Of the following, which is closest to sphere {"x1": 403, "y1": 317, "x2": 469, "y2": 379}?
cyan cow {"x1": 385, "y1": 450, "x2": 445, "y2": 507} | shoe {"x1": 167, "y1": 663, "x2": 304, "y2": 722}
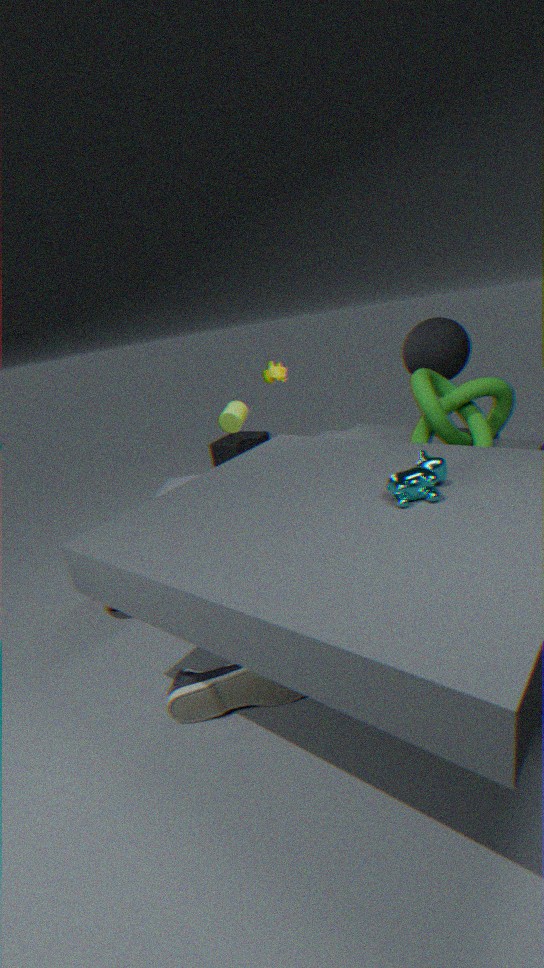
cyan cow {"x1": 385, "y1": 450, "x2": 445, "y2": 507}
